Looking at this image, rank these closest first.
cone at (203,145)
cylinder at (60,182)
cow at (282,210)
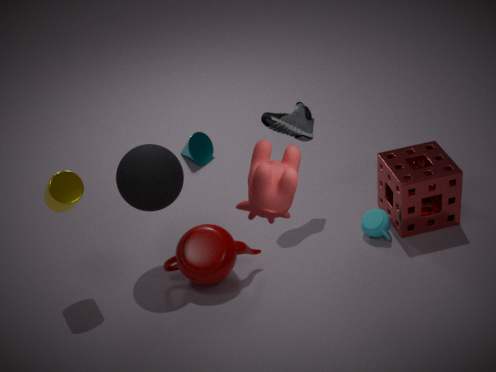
cow at (282,210)
cylinder at (60,182)
cone at (203,145)
